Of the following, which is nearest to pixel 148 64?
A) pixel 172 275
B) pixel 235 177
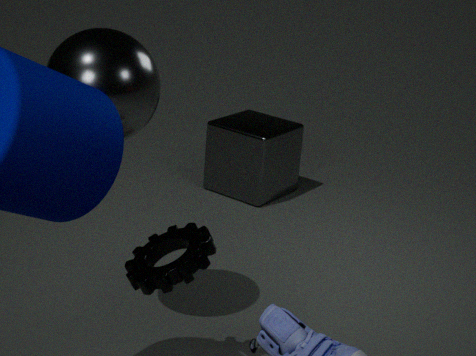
pixel 172 275
